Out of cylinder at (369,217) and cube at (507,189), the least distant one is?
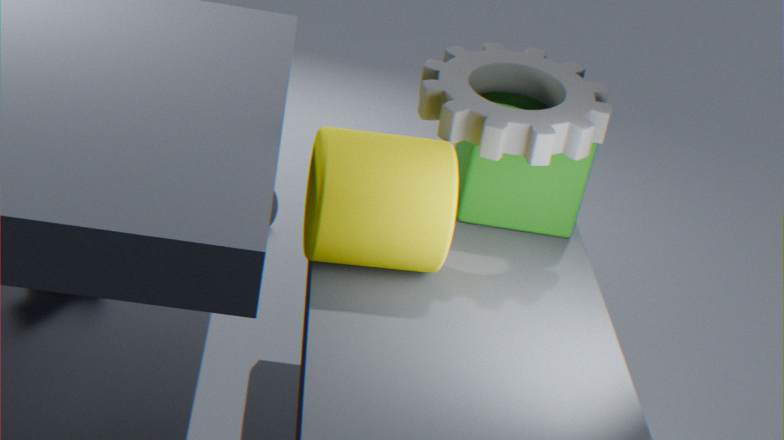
cylinder at (369,217)
